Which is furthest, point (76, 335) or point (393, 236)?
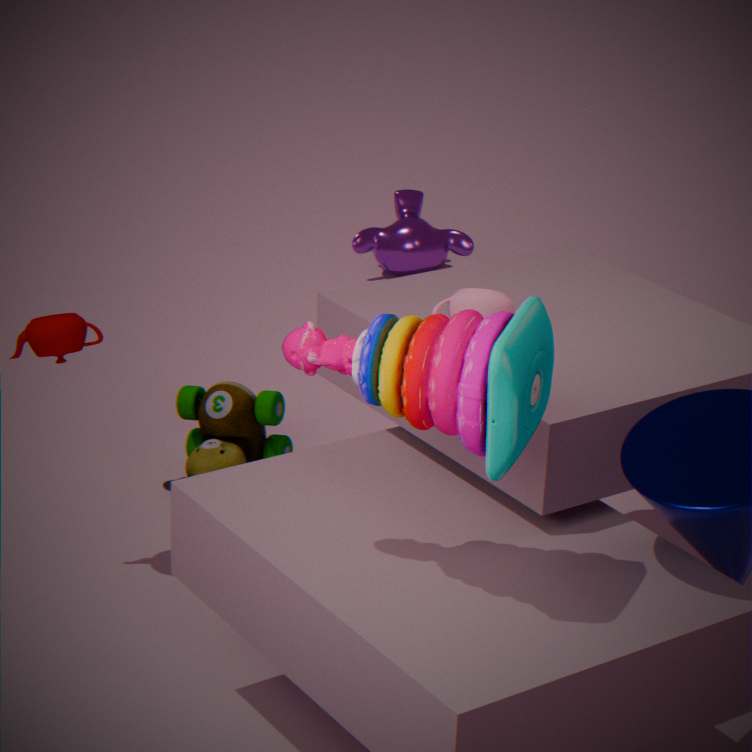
point (393, 236)
